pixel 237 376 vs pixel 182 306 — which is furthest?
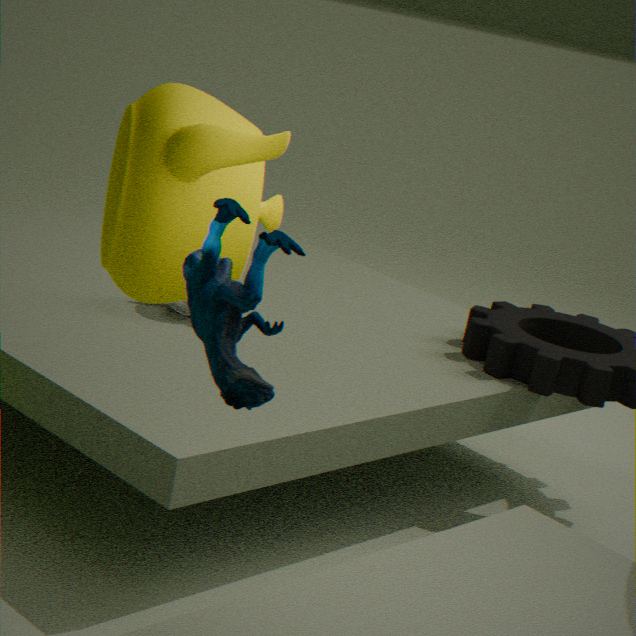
pixel 182 306
